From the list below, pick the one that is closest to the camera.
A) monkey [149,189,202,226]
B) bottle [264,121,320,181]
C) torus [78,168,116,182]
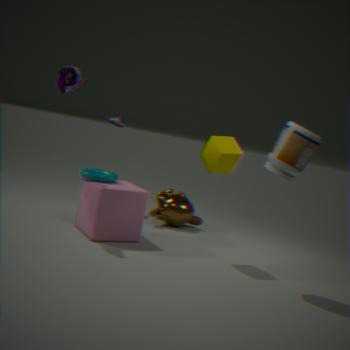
bottle [264,121,320,181]
